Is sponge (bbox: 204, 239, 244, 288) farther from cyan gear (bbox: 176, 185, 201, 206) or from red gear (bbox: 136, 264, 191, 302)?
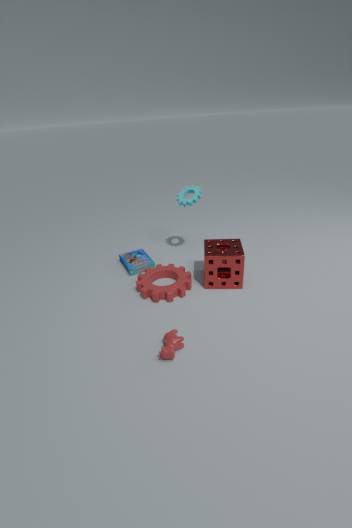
cyan gear (bbox: 176, 185, 201, 206)
